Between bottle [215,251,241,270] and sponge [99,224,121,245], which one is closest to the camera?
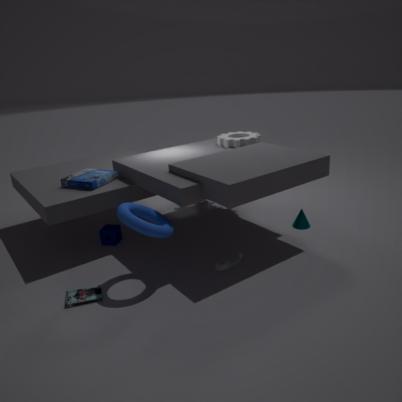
bottle [215,251,241,270]
